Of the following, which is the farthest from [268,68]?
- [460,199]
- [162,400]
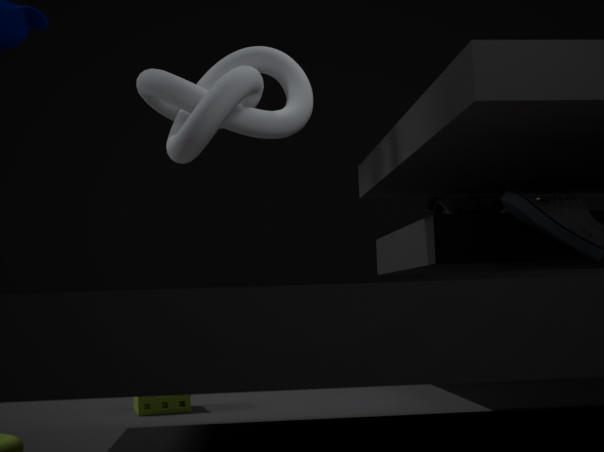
[460,199]
